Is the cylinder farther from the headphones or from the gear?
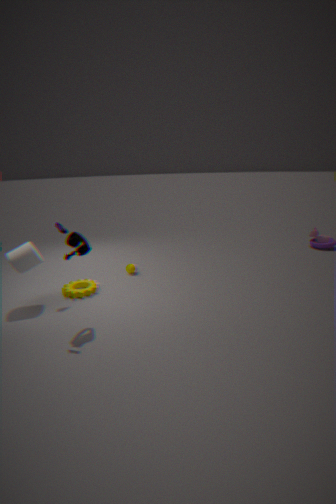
the headphones
